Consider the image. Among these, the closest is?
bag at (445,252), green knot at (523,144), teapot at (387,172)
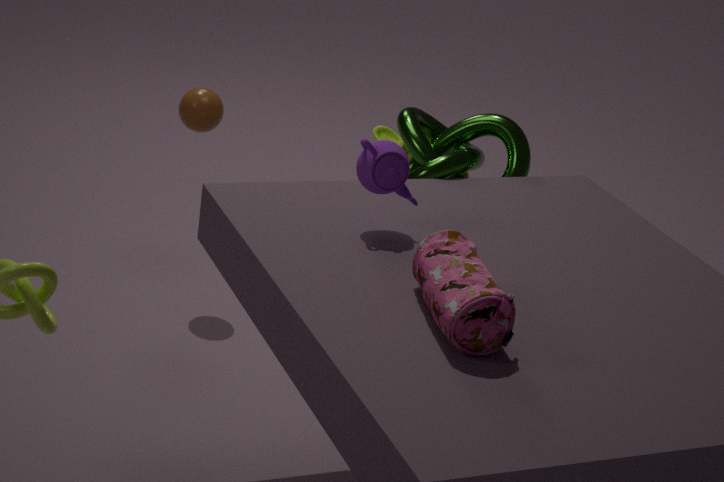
bag at (445,252)
